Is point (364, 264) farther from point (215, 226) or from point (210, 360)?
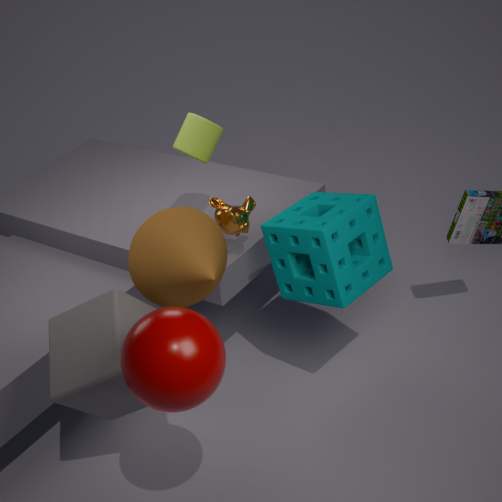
point (210, 360)
